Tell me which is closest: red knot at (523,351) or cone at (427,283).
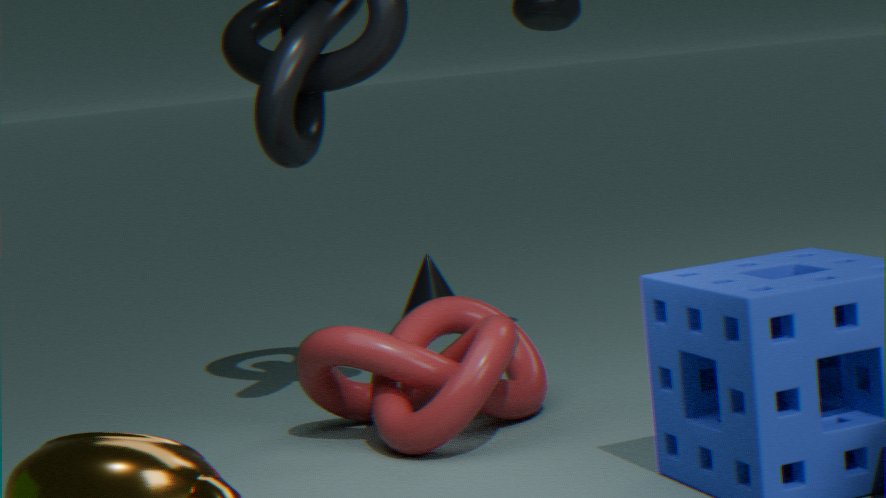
red knot at (523,351)
